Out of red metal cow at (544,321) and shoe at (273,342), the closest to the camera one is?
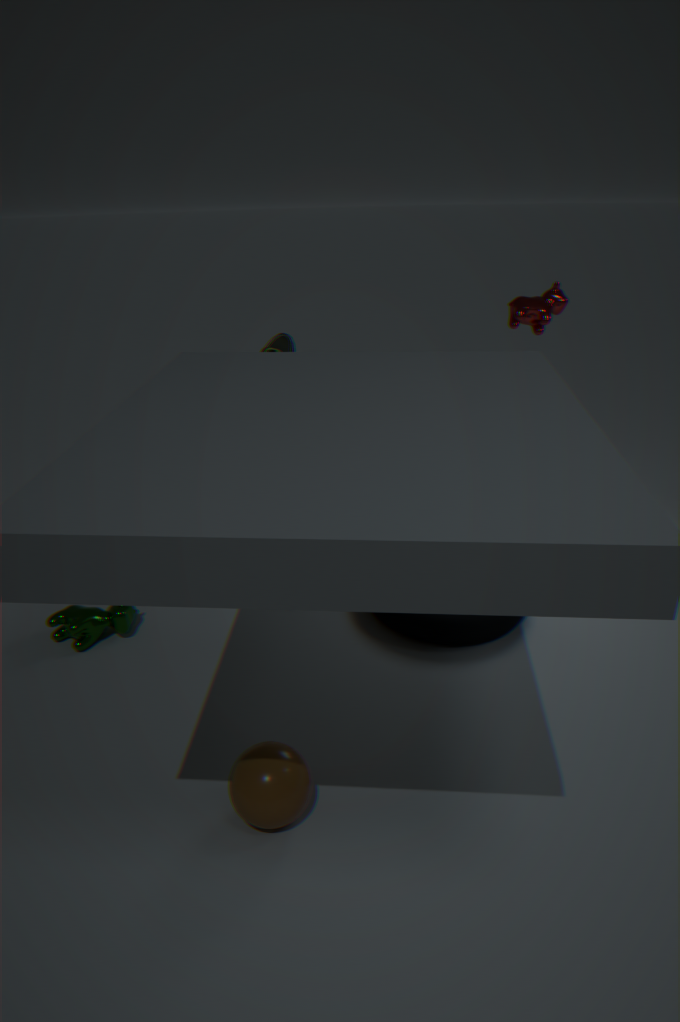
red metal cow at (544,321)
